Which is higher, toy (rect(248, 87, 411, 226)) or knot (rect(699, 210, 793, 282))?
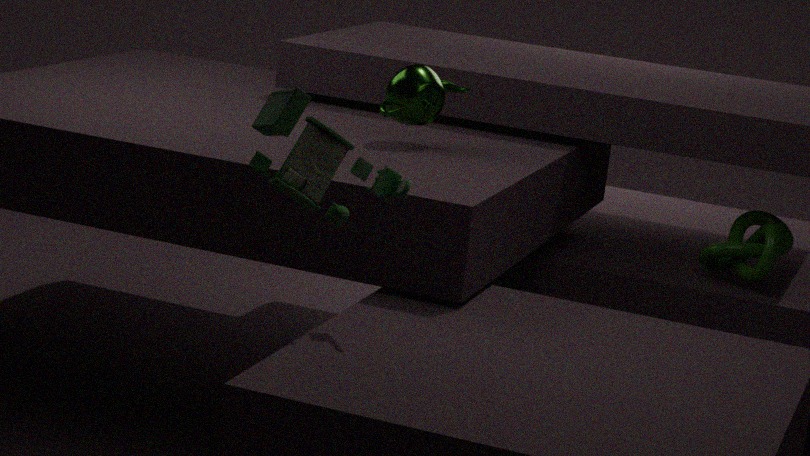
toy (rect(248, 87, 411, 226))
